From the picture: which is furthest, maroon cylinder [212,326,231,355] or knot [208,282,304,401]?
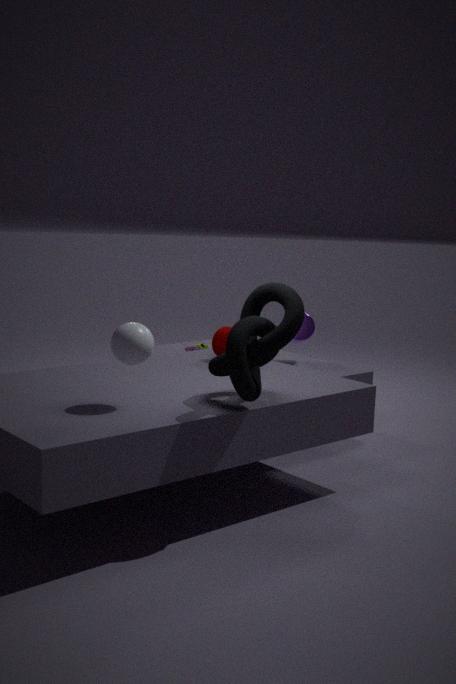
maroon cylinder [212,326,231,355]
